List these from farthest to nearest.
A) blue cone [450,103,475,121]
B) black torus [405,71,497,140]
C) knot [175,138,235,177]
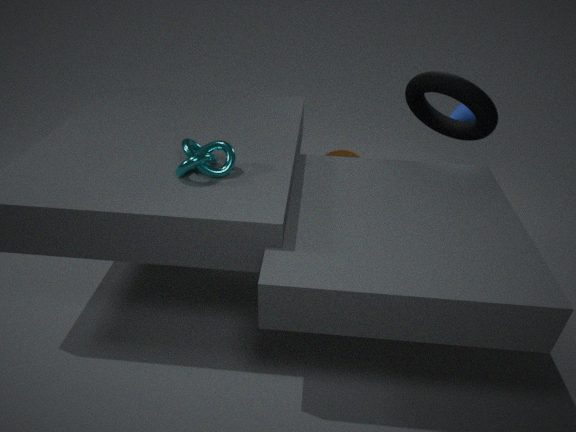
blue cone [450,103,475,121] → black torus [405,71,497,140] → knot [175,138,235,177]
